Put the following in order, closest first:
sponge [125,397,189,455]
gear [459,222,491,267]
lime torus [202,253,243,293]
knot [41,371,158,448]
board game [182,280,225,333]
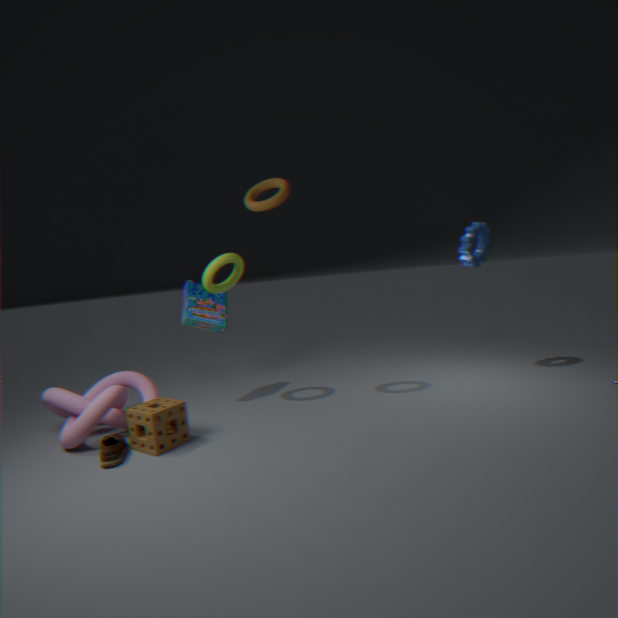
sponge [125,397,189,455], knot [41,371,158,448], lime torus [202,253,243,293], board game [182,280,225,333], gear [459,222,491,267]
